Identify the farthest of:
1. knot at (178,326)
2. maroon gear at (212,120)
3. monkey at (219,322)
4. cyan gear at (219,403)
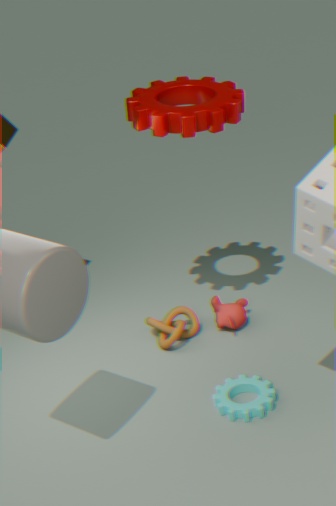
monkey at (219,322)
